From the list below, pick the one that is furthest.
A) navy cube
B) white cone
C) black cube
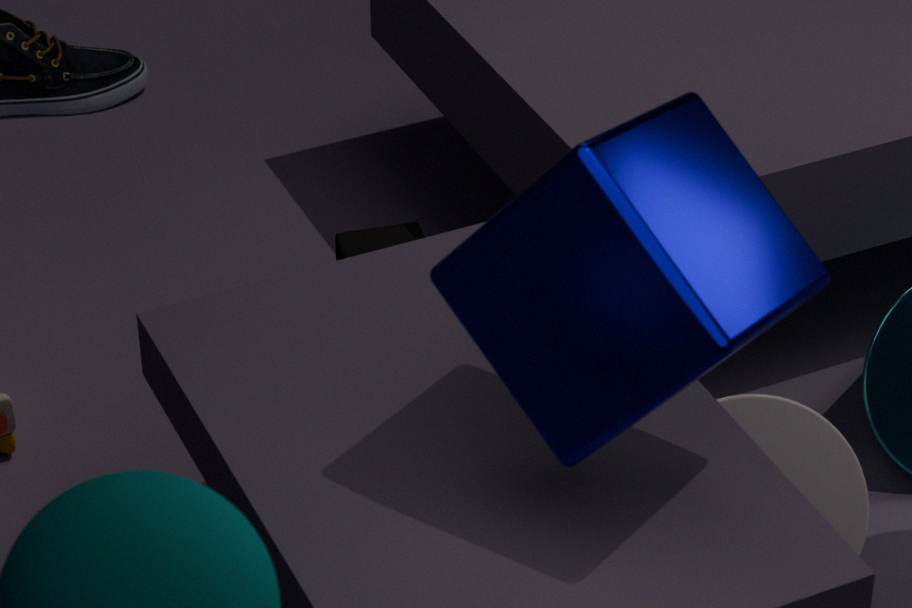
black cube
